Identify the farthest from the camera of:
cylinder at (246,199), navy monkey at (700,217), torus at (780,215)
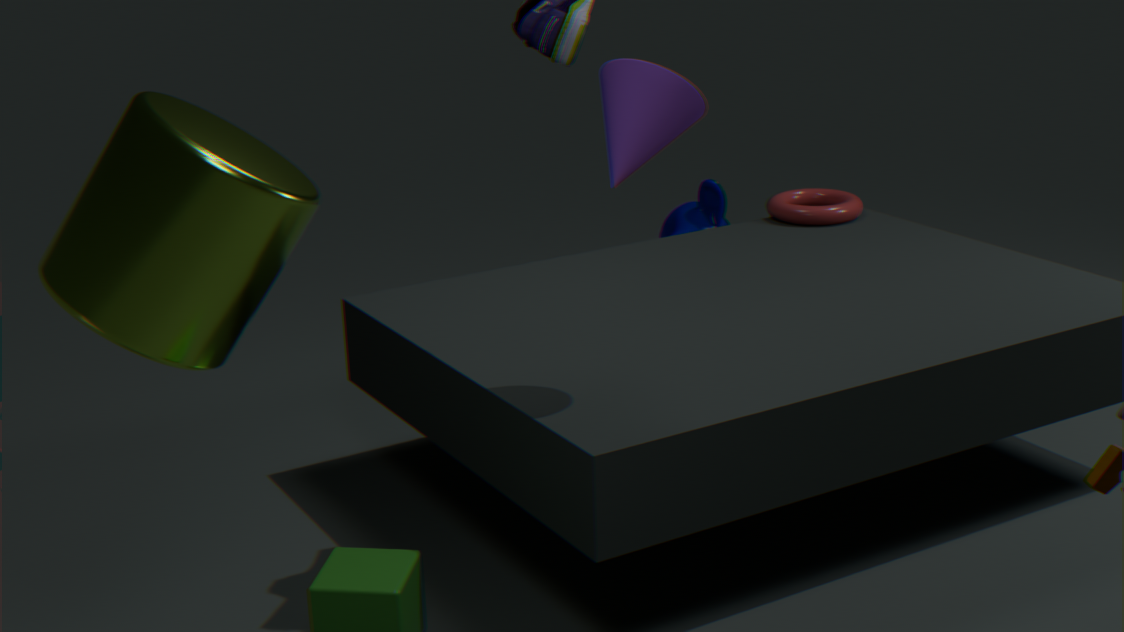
navy monkey at (700,217)
